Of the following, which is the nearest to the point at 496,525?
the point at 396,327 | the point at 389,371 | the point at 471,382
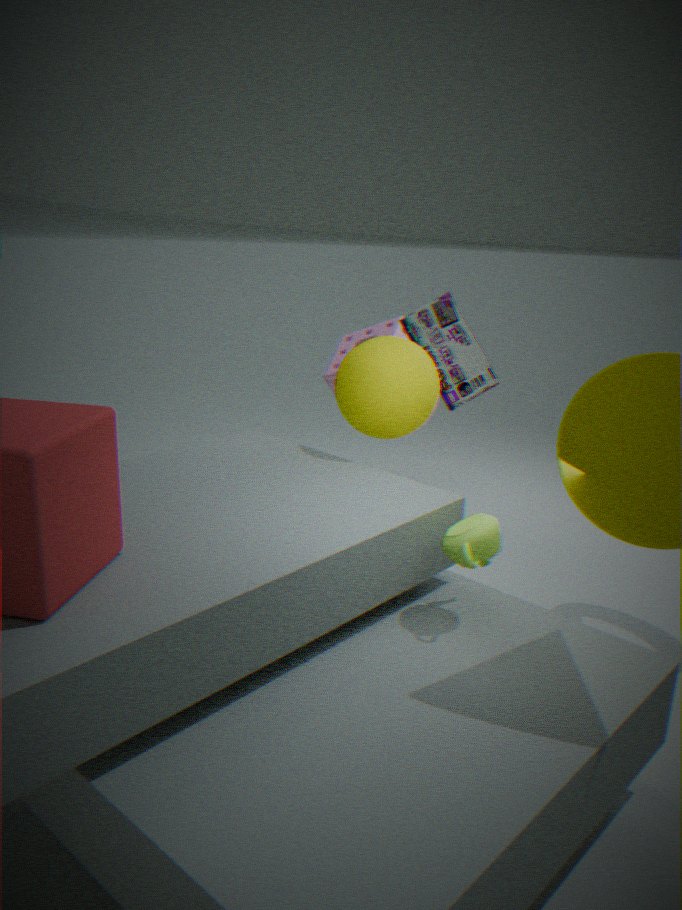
the point at 389,371
